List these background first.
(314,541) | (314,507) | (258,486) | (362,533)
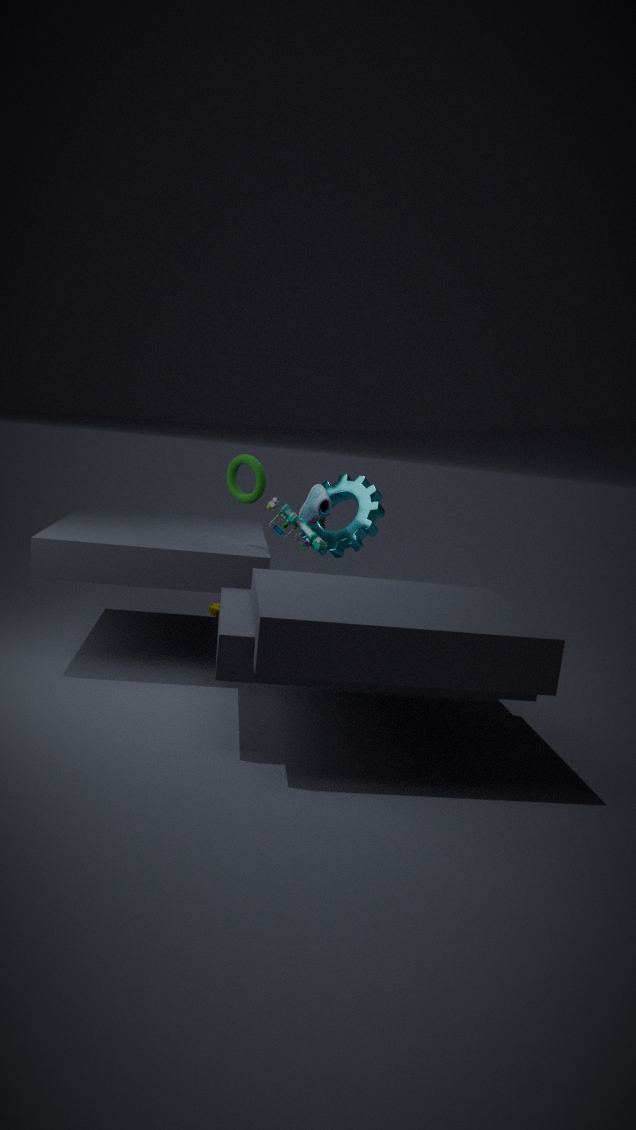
(362,533), (314,507), (258,486), (314,541)
